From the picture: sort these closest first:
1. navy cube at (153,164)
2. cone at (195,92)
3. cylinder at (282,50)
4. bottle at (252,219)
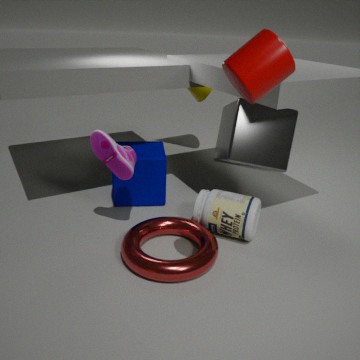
cylinder at (282,50)
bottle at (252,219)
navy cube at (153,164)
cone at (195,92)
